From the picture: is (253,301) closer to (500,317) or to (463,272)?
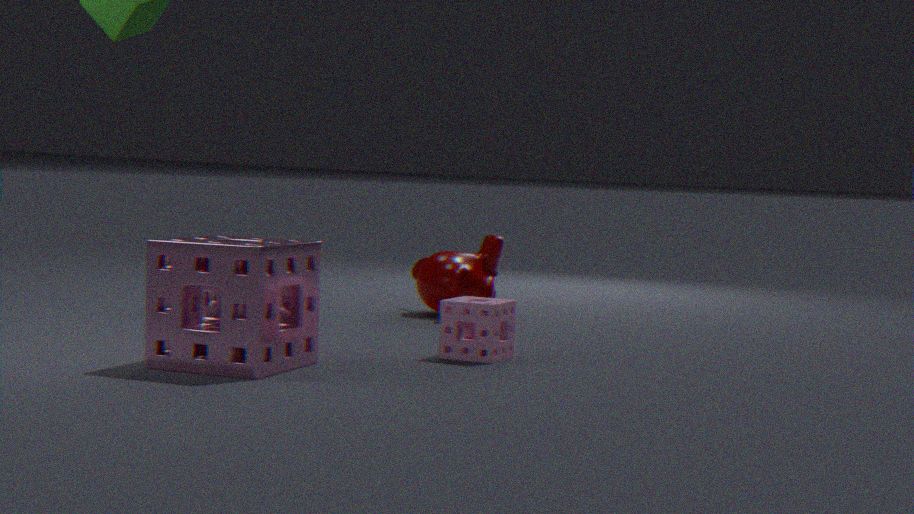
(500,317)
